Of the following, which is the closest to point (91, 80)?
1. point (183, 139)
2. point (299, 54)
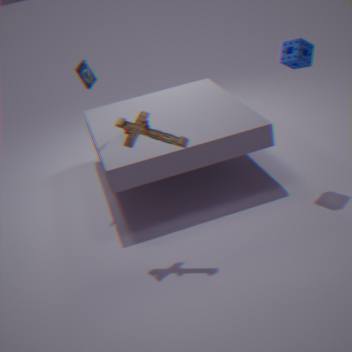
point (183, 139)
